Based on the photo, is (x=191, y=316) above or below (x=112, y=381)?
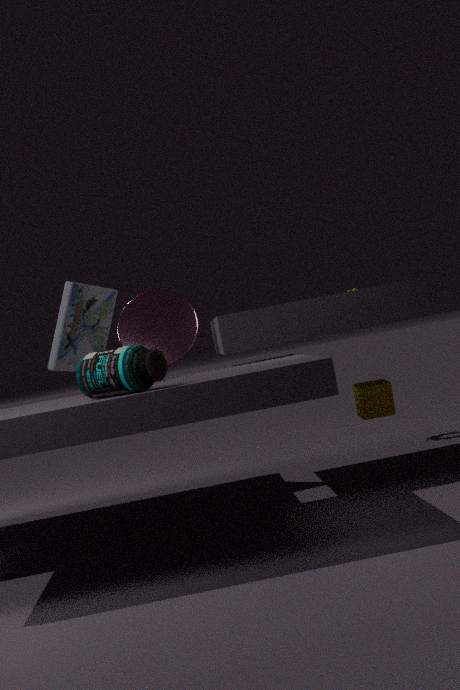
A: above
